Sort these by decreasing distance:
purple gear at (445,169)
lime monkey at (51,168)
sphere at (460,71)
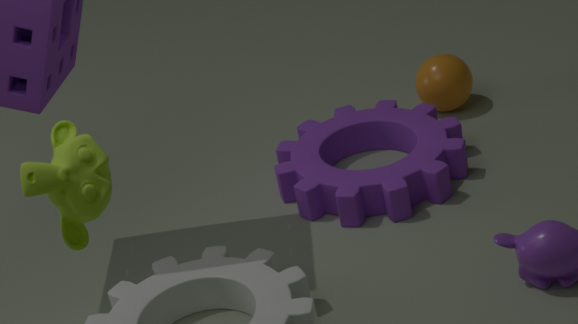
sphere at (460,71) < purple gear at (445,169) < lime monkey at (51,168)
